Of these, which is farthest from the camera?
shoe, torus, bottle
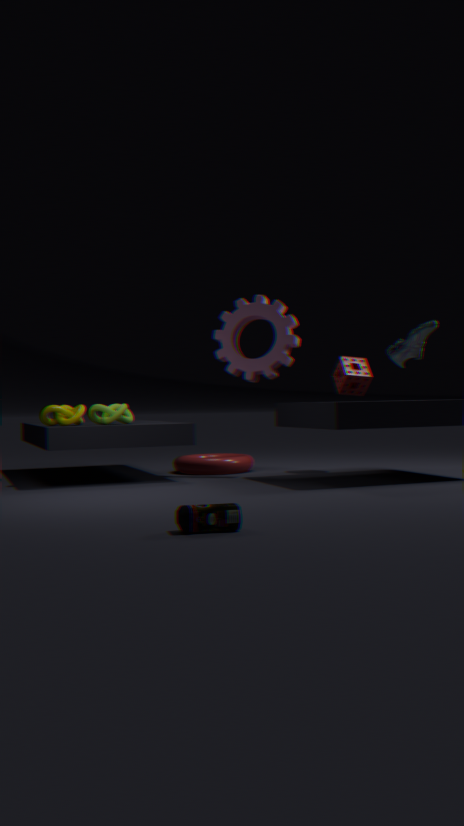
torus
